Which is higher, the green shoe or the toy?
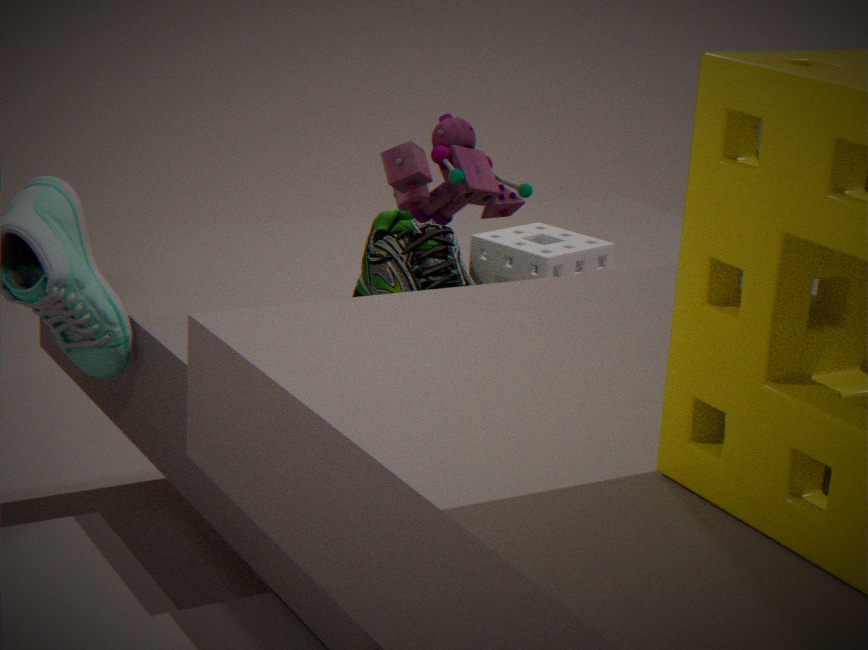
the toy
